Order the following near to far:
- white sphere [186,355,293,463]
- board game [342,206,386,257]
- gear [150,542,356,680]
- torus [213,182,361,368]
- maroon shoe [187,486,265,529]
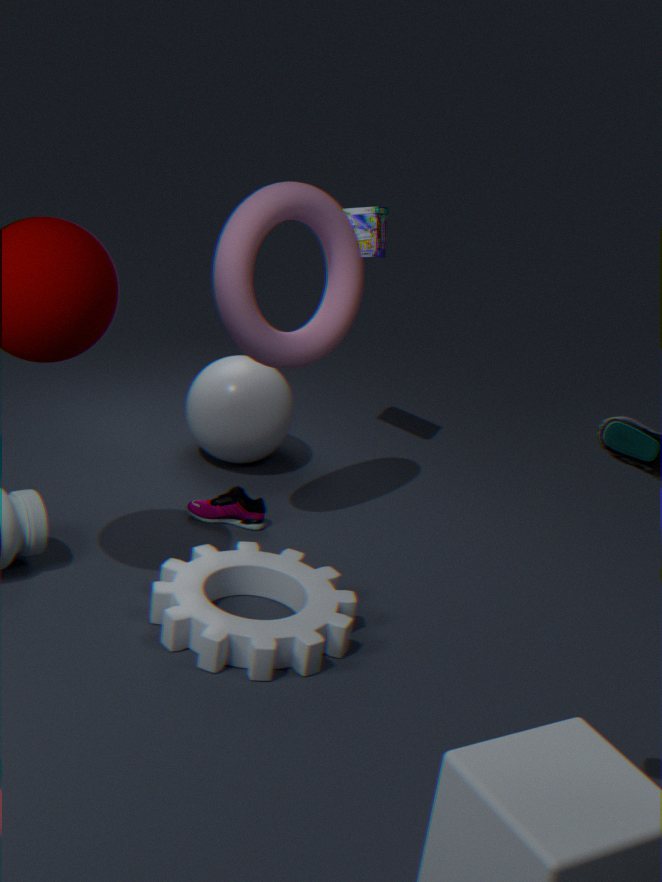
gear [150,542,356,680] < torus [213,182,361,368] < maroon shoe [187,486,265,529] < white sphere [186,355,293,463] < board game [342,206,386,257]
